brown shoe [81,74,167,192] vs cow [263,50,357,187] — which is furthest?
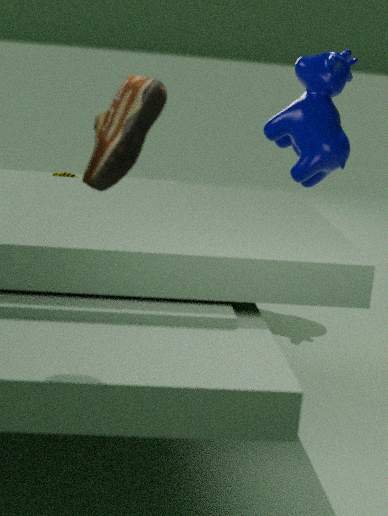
cow [263,50,357,187]
